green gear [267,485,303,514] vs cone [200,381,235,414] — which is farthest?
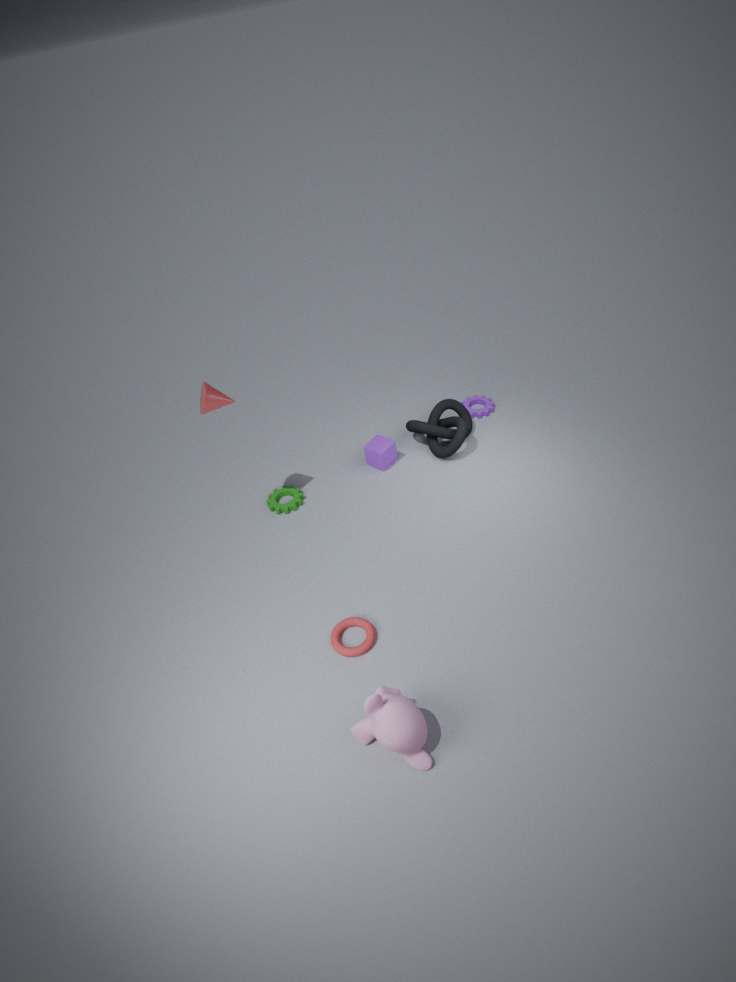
green gear [267,485,303,514]
